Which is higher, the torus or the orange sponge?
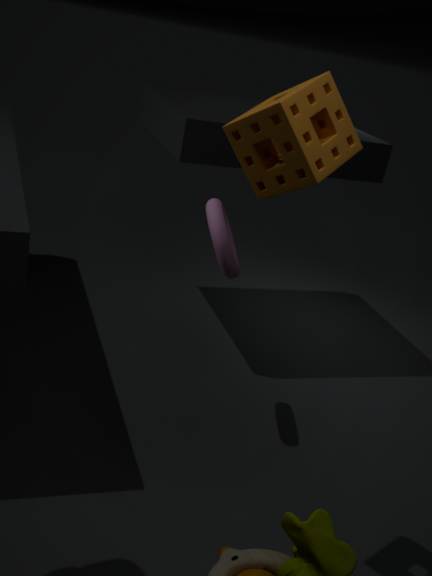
the orange sponge
